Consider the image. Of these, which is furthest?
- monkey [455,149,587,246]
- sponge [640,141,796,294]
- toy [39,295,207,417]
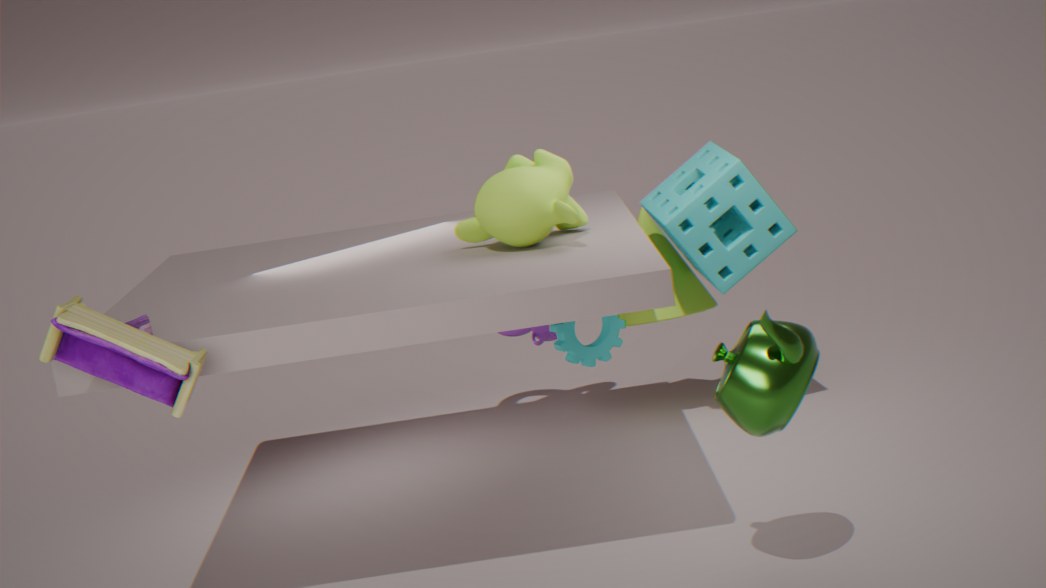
sponge [640,141,796,294]
